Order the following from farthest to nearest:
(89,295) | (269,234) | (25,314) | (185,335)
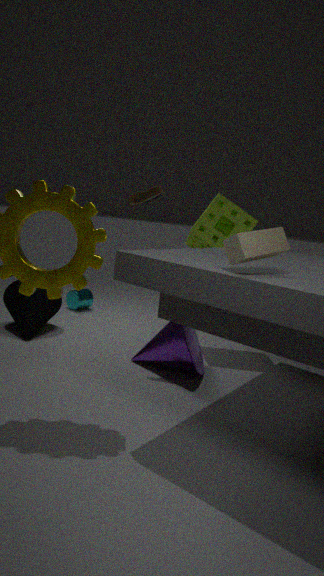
1. (89,295)
2. (25,314)
3. (185,335)
4. (269,234)
